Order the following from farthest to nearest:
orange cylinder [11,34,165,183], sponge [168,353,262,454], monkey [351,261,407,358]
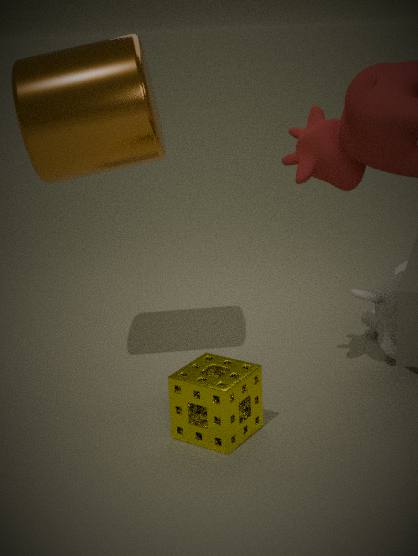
monkey [351,261,407,358] → orange cylinder [11,34,165,183] → sponge [168,353,262,454]
